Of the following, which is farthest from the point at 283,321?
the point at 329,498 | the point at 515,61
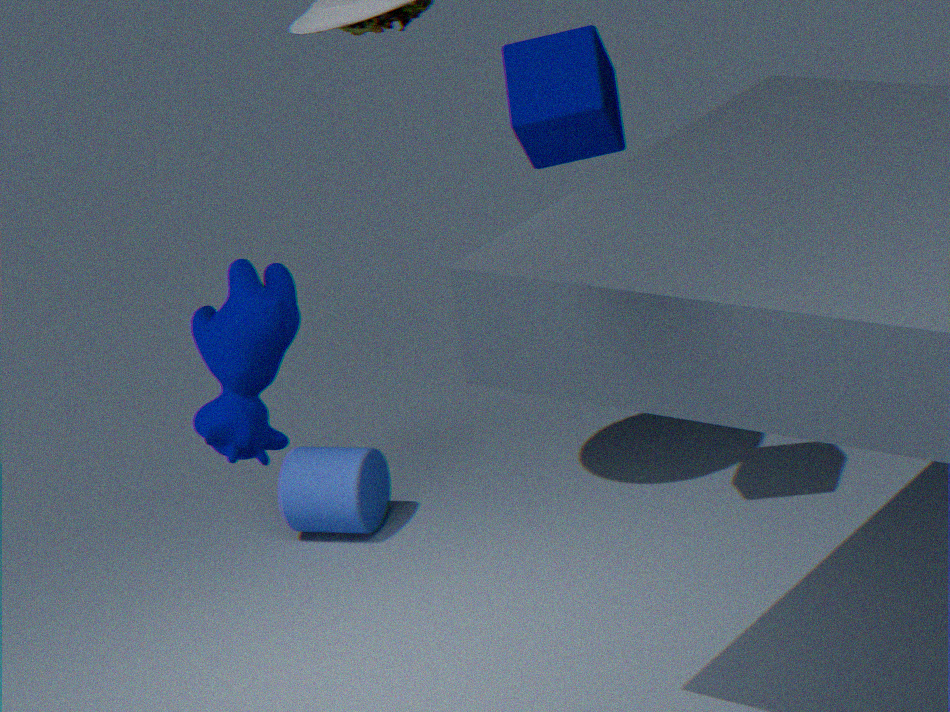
the point at 329,498
